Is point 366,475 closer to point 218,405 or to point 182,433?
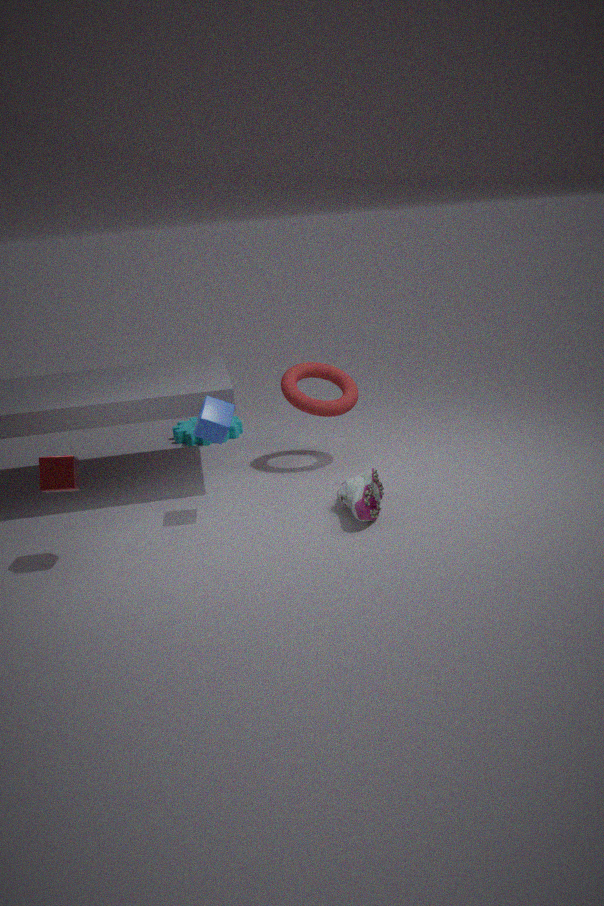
point 218,405
